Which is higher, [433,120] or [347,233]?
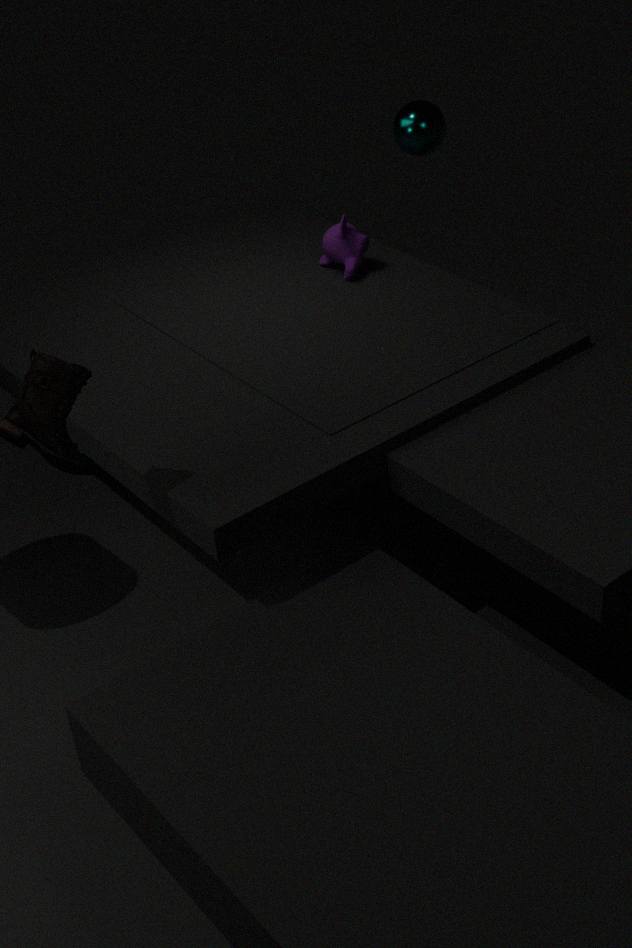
[433,120]
